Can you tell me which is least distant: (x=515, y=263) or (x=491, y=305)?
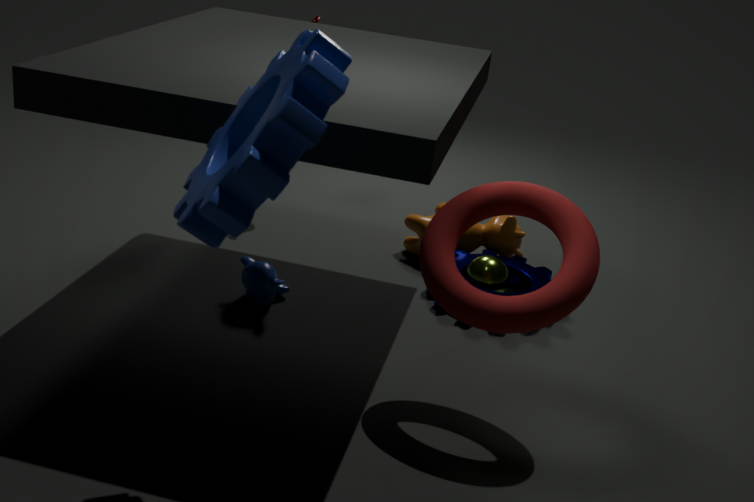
(x=491, y=305)
